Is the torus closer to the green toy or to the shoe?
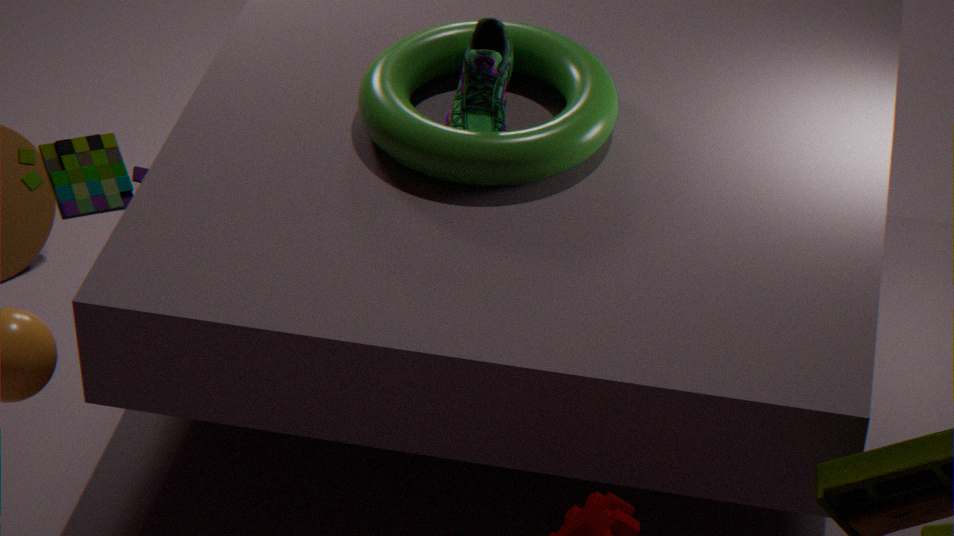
the shoe
